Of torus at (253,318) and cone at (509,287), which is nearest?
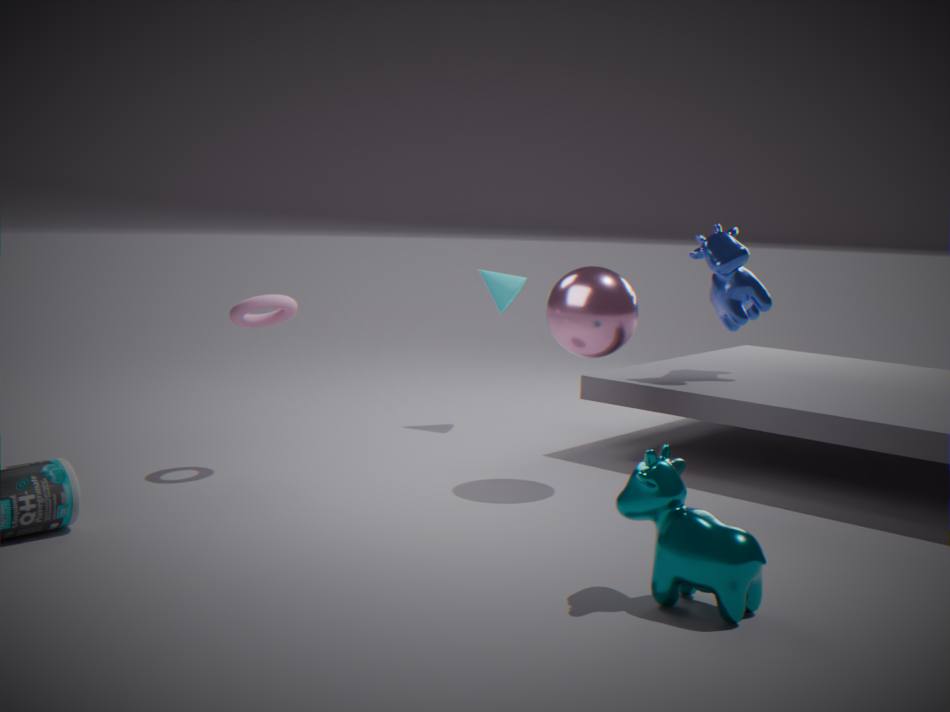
torus at (253,318)
